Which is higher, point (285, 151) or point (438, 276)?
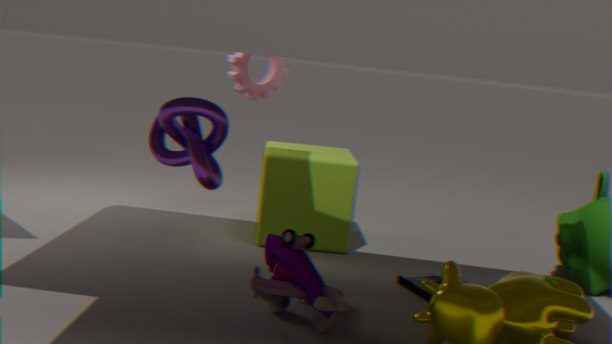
point (285, 151)
